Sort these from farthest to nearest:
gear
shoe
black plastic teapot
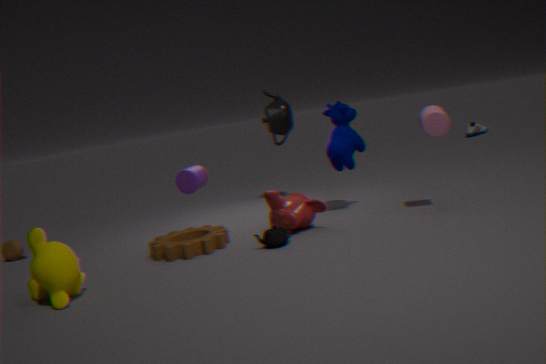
shoe → black plastic teapot → gear
